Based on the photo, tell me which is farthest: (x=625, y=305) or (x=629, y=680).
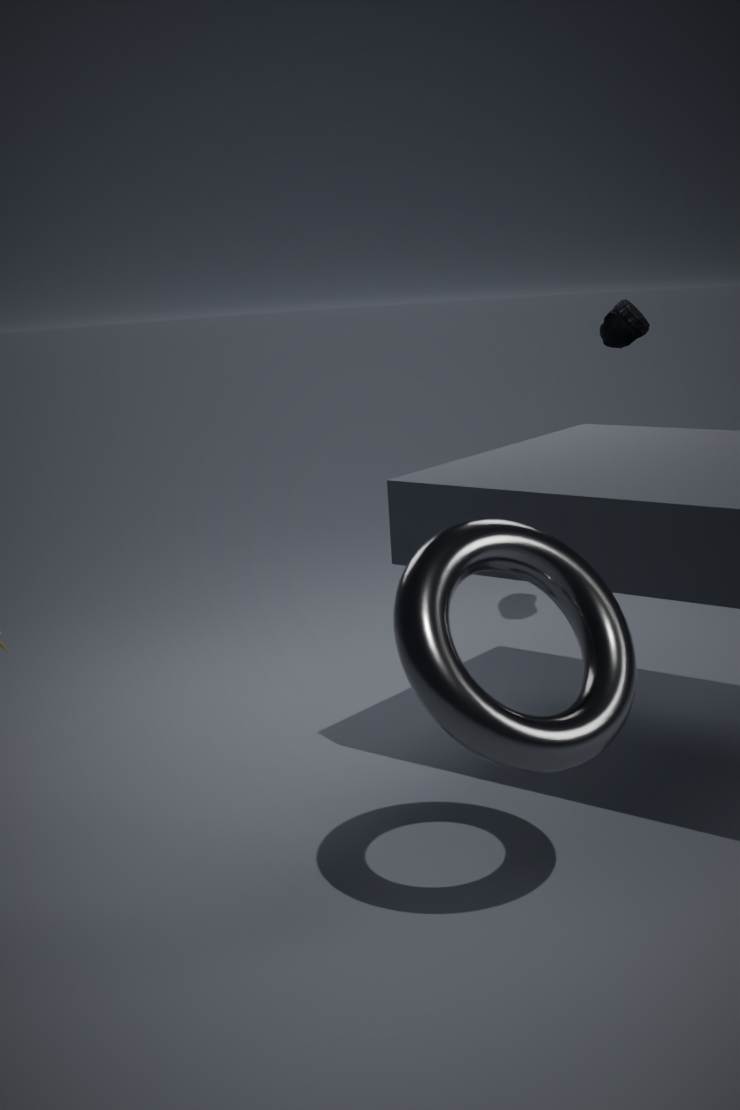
(x=625, y=305)
